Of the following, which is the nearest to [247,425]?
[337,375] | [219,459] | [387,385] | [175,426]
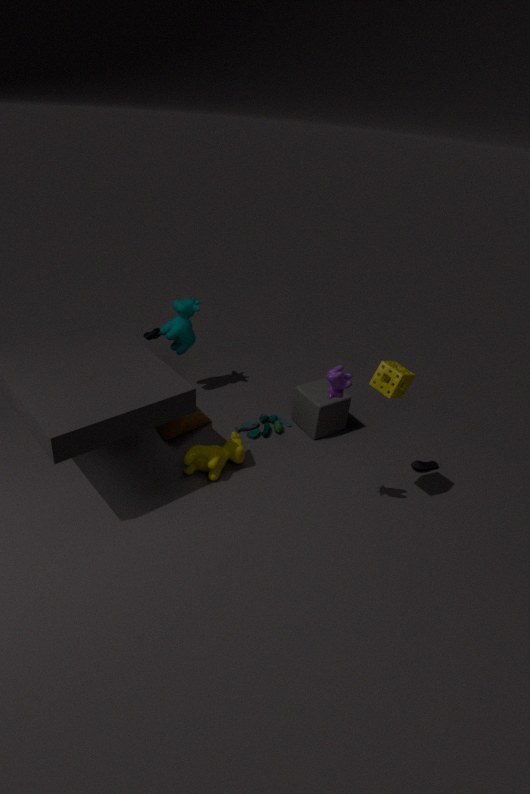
[219,459]
